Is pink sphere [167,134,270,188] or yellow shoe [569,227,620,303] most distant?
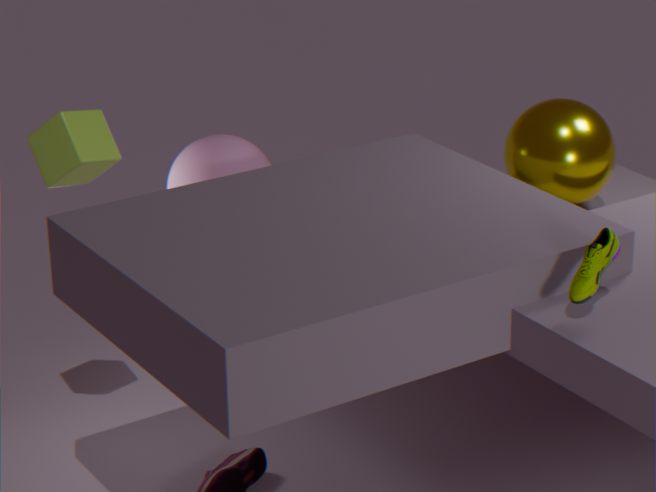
pink sphere [167,134,270,188]
